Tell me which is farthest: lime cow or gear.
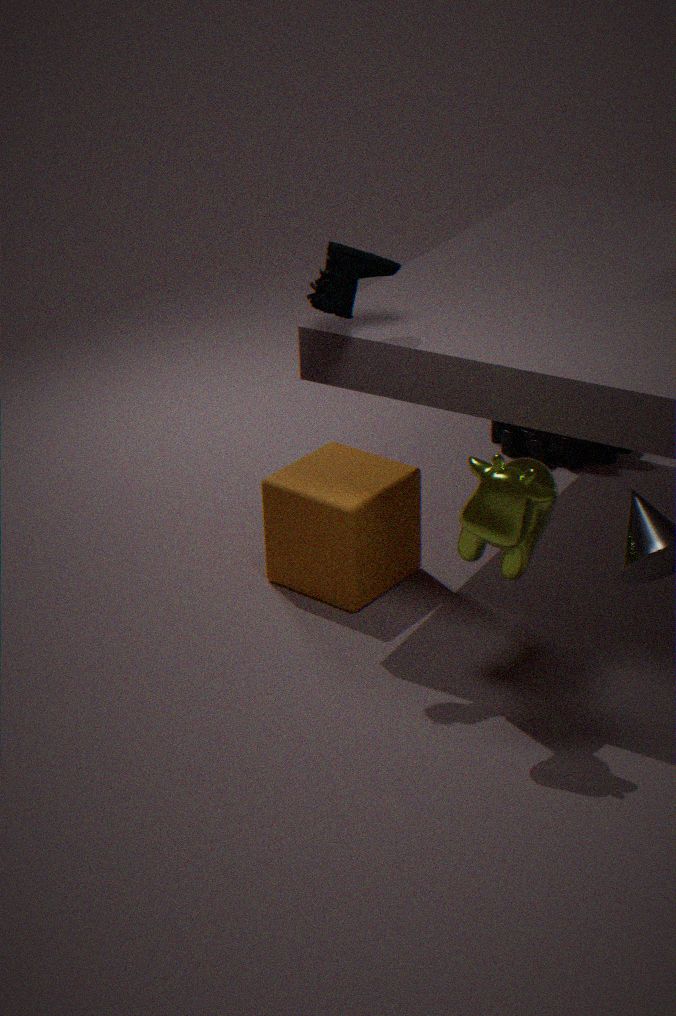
gear
